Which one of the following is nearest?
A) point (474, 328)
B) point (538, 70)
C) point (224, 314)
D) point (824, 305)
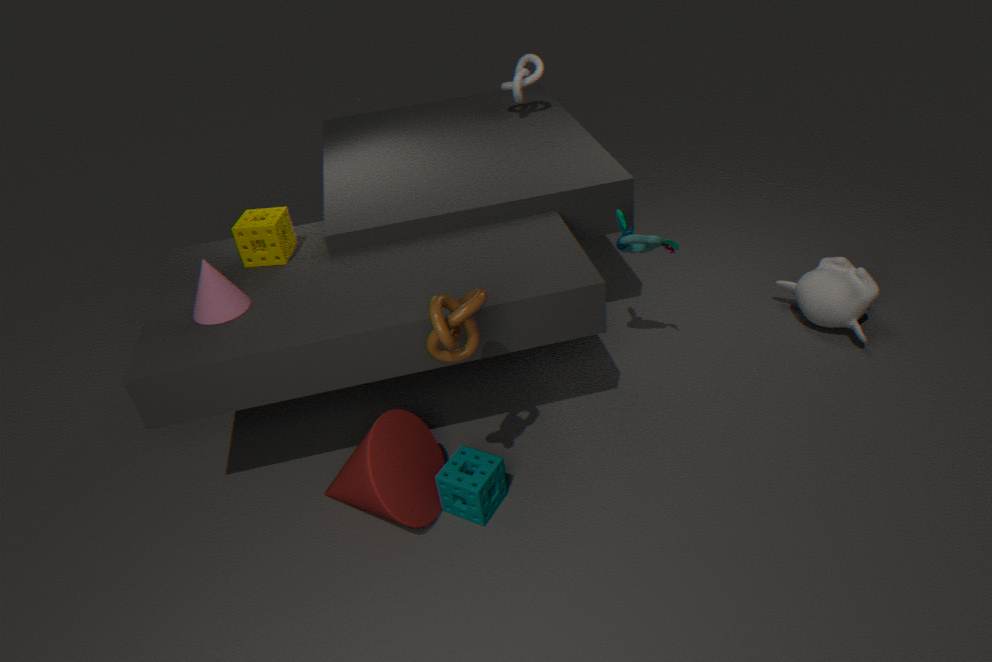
point (474, 328)
